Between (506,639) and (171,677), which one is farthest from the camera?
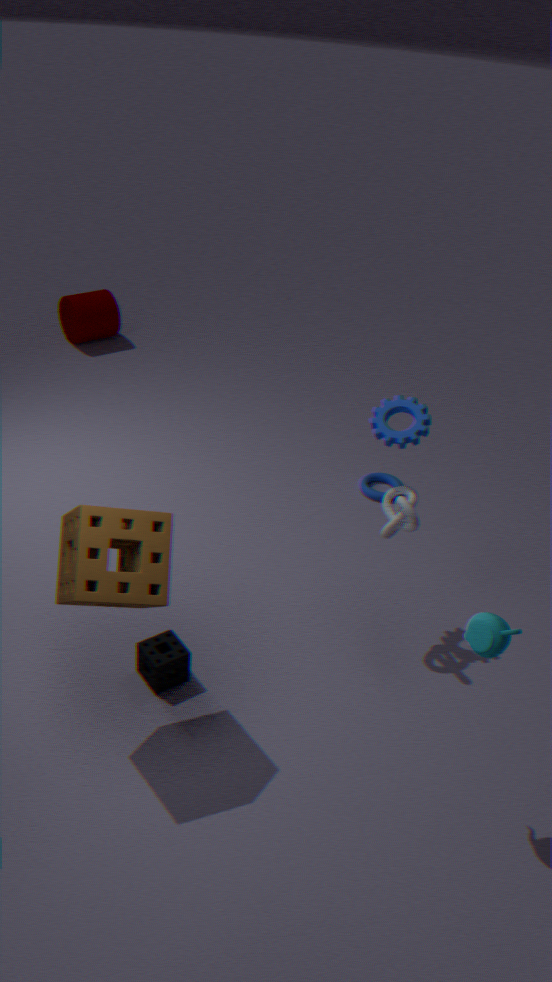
(171,677)
